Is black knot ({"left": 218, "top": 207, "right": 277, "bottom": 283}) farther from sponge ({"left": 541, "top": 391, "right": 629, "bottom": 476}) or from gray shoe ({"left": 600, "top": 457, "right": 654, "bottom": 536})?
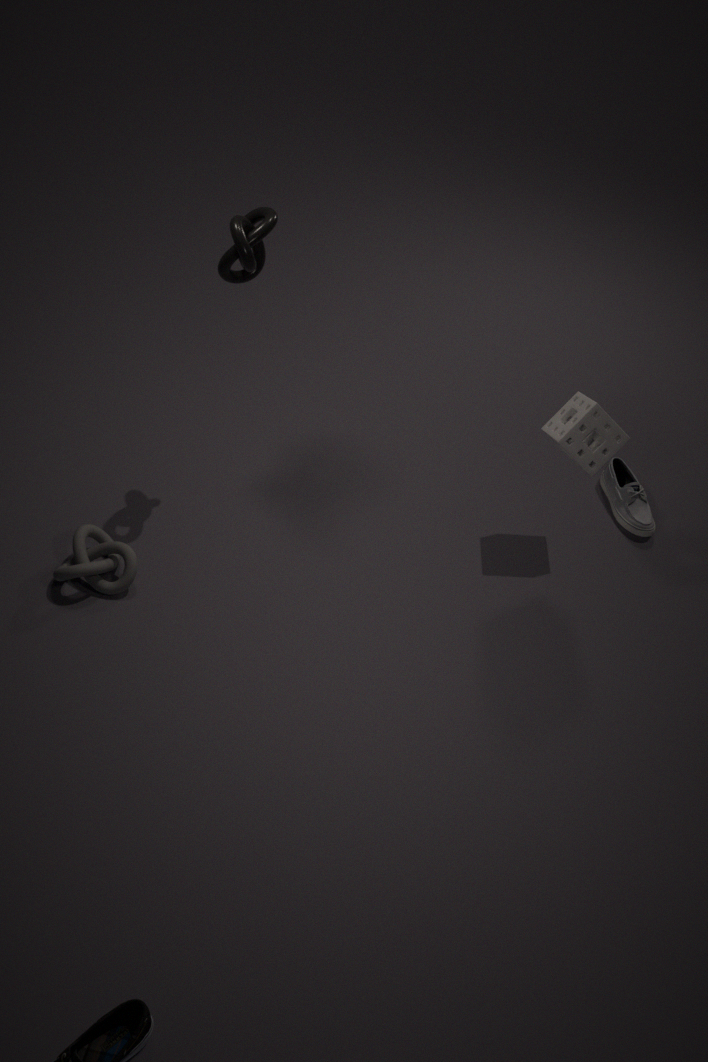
gray shoe ({"left": 600, "top": 457, "right": 654, "bottom": 536})
